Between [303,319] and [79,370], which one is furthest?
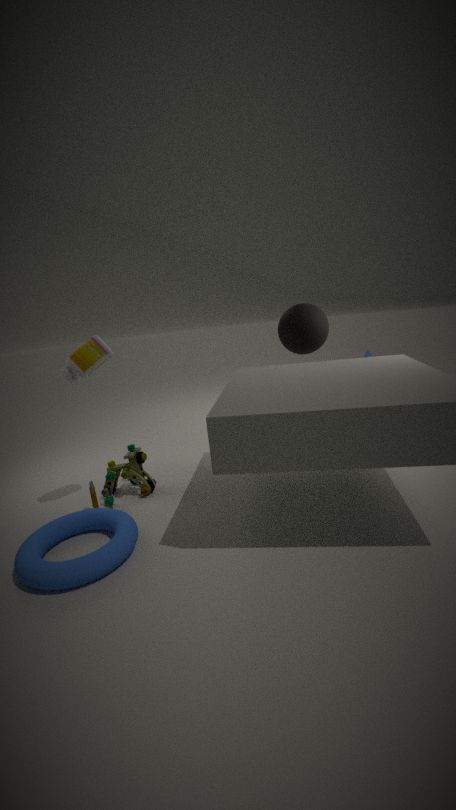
[303,319]
